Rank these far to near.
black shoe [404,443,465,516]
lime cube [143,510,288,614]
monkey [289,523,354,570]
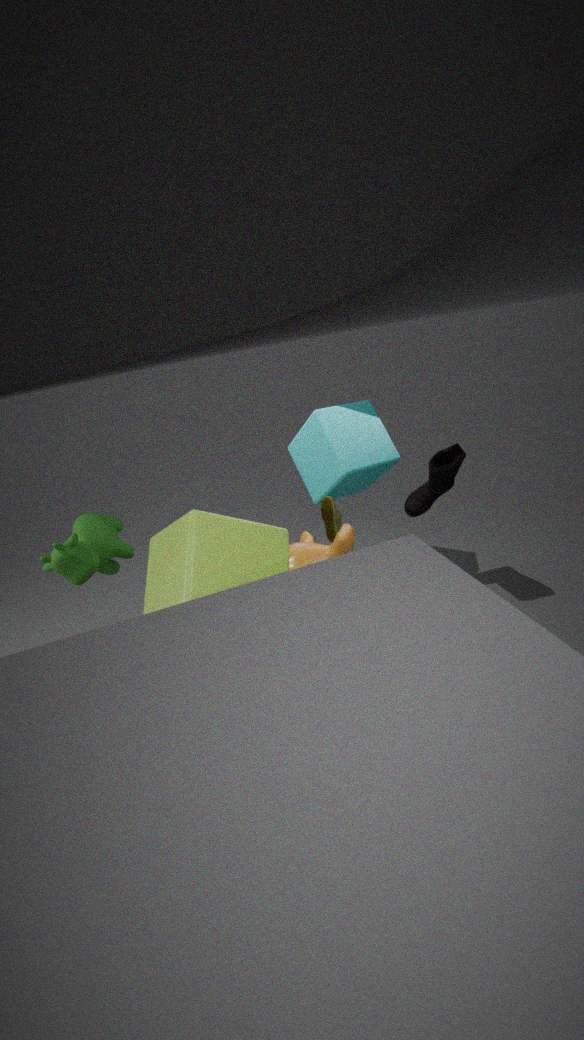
black shoe [404,443,465,516] < monkey [289,523,354,570] < lime cube [143,510,288,614]
